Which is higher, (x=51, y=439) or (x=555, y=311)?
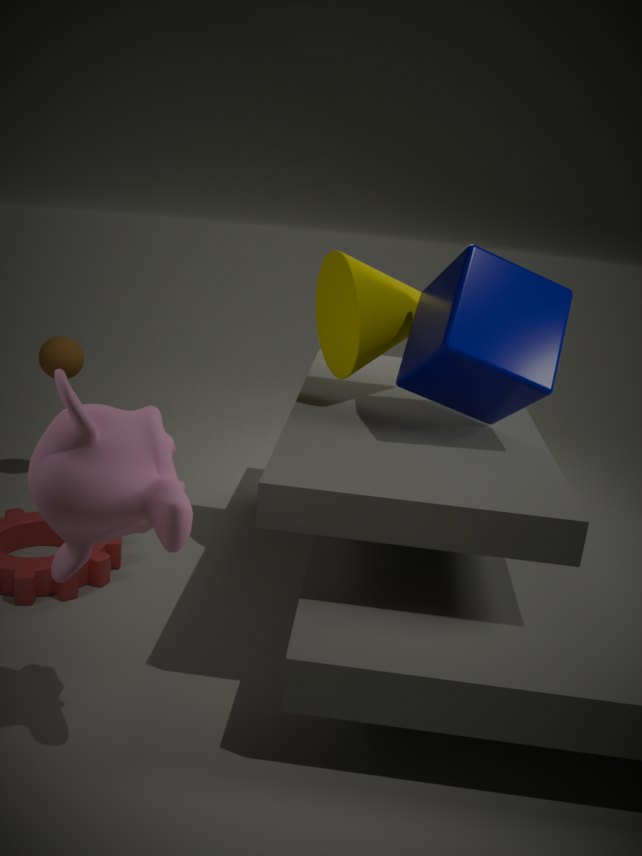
(x=555, y=311)
